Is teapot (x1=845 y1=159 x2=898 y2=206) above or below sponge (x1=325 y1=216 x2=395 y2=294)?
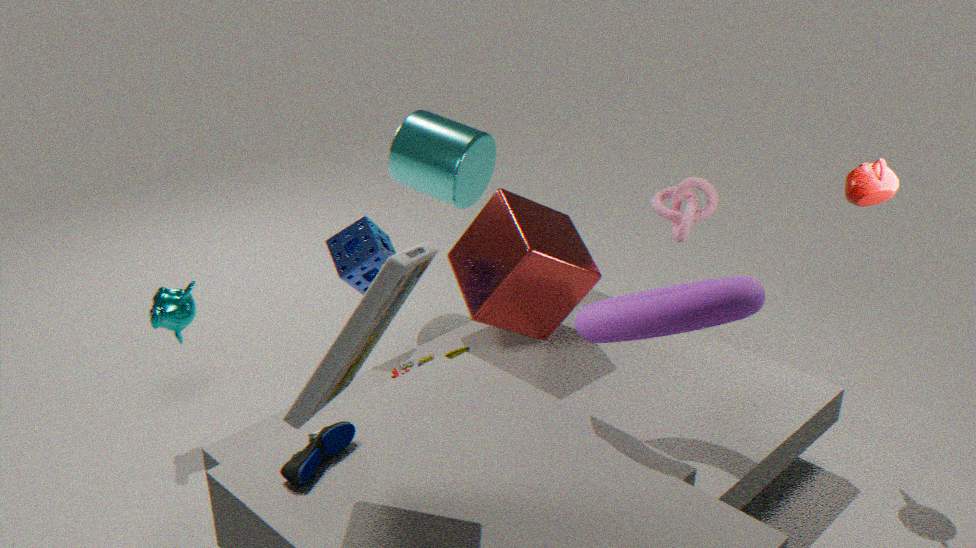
above
